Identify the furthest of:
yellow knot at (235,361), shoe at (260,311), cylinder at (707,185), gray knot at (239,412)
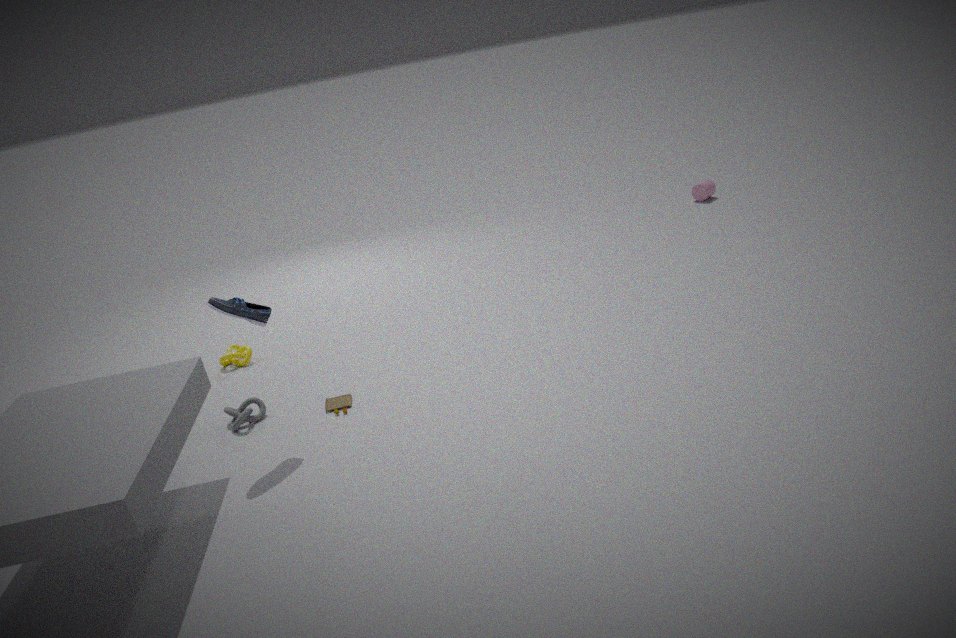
cylinder at (707,185)
